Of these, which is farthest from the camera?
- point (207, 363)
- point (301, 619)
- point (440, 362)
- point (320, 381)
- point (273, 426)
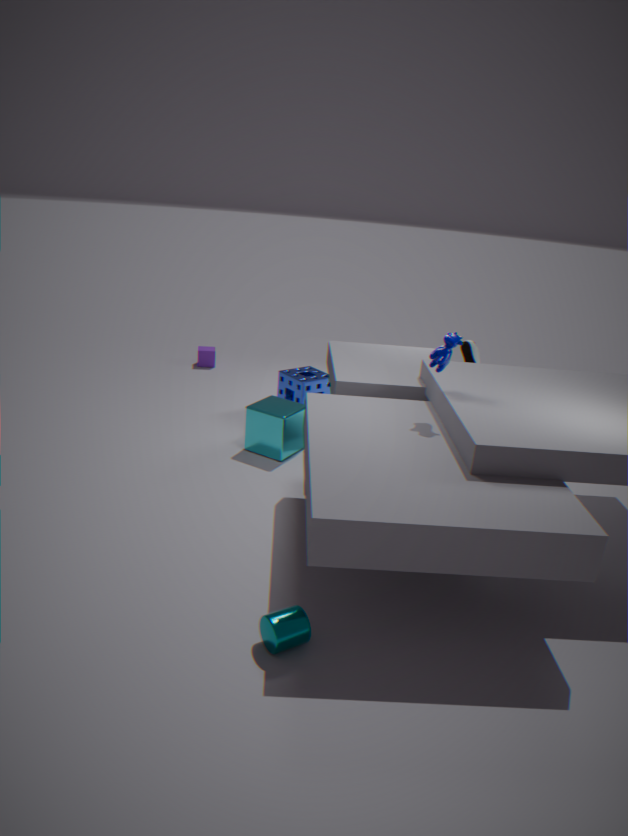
point (207, 363)
